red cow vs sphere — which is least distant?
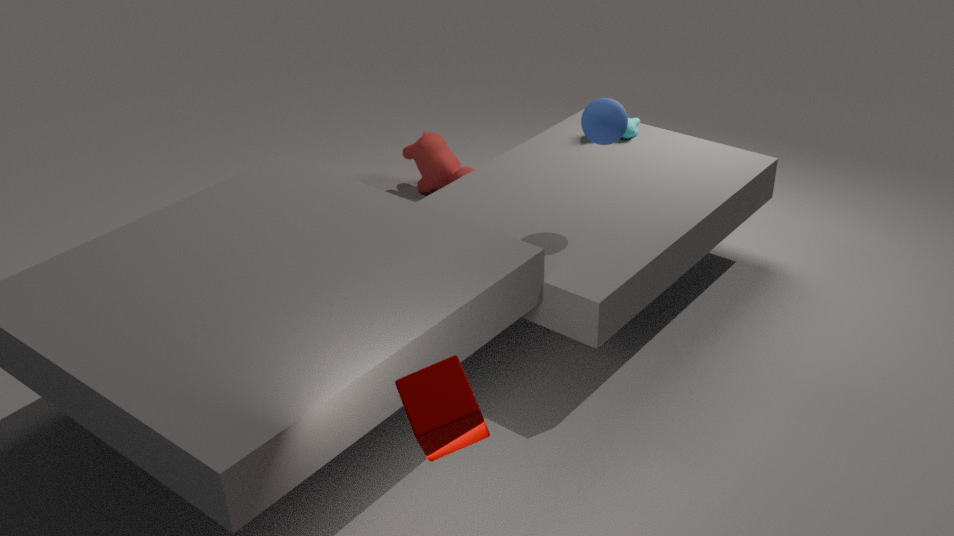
sphere
